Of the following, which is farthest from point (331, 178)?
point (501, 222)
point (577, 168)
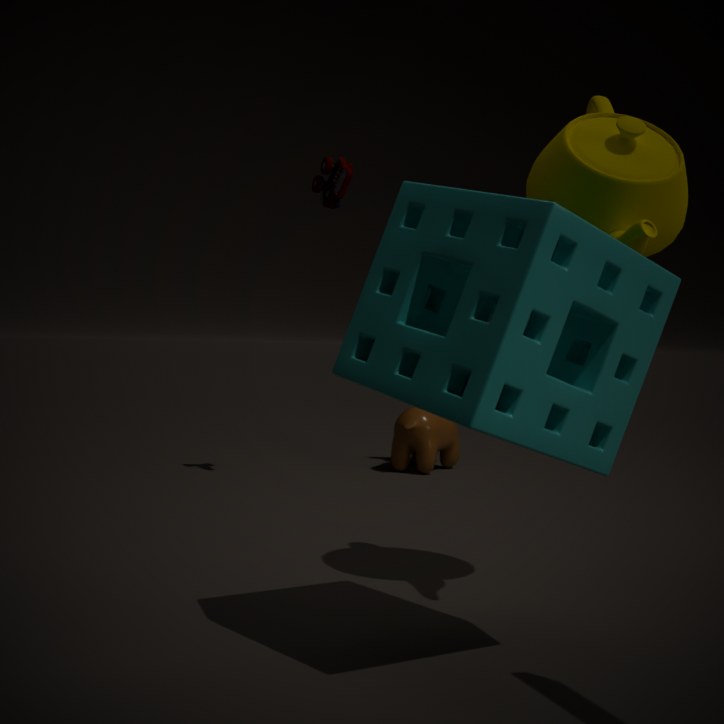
point (501, 222)
